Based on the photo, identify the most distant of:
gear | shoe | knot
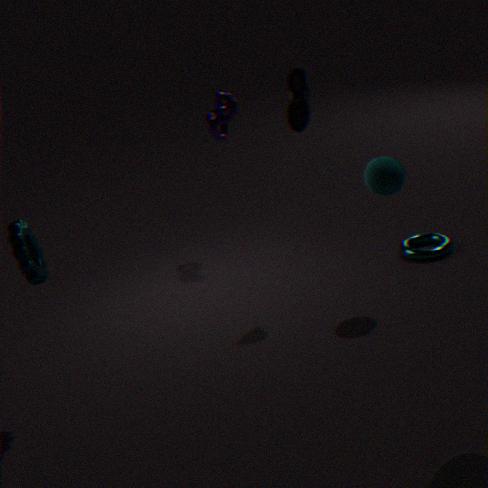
knot
